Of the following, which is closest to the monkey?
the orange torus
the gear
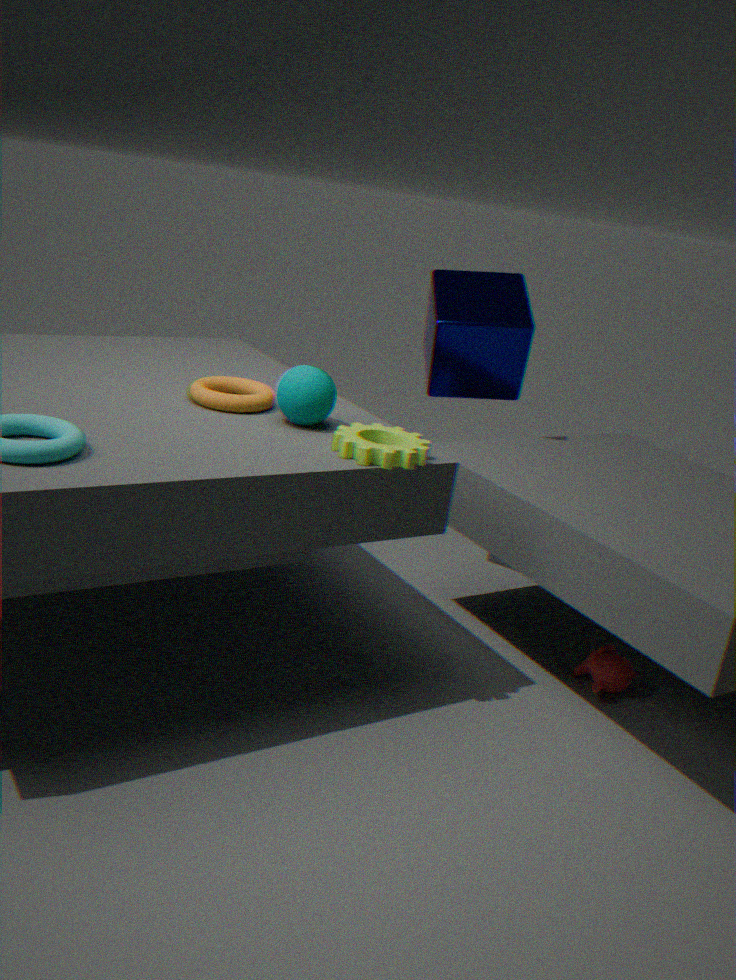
the gear
